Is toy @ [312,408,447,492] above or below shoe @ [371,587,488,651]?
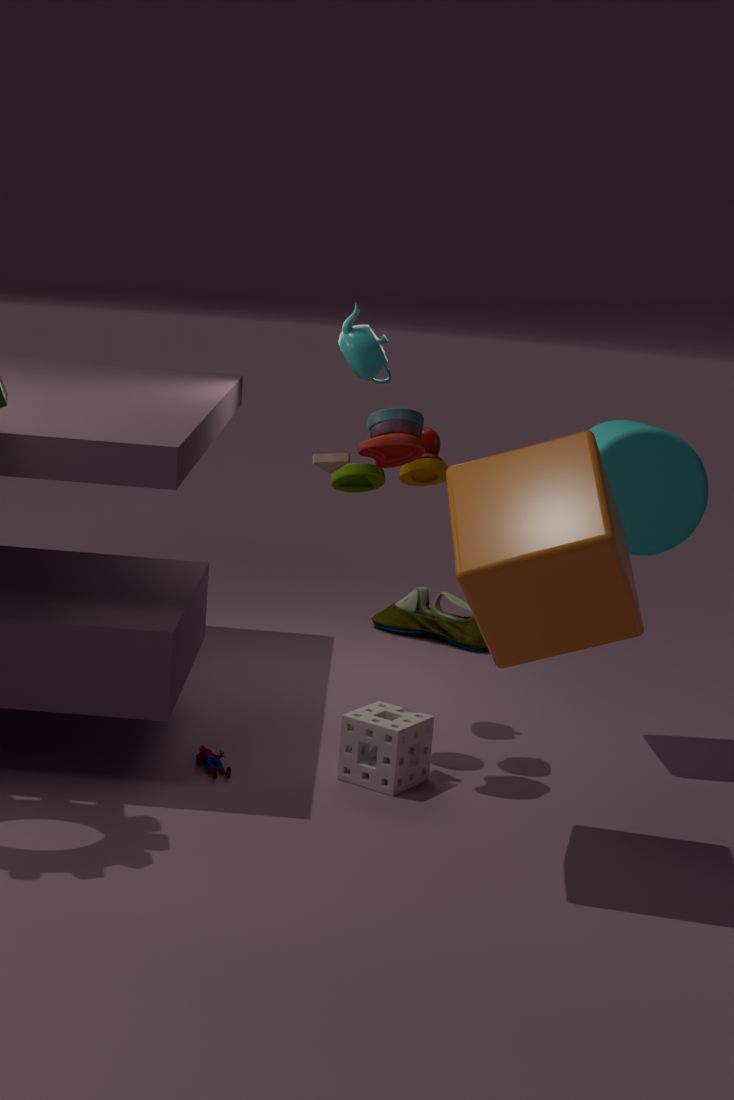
above
